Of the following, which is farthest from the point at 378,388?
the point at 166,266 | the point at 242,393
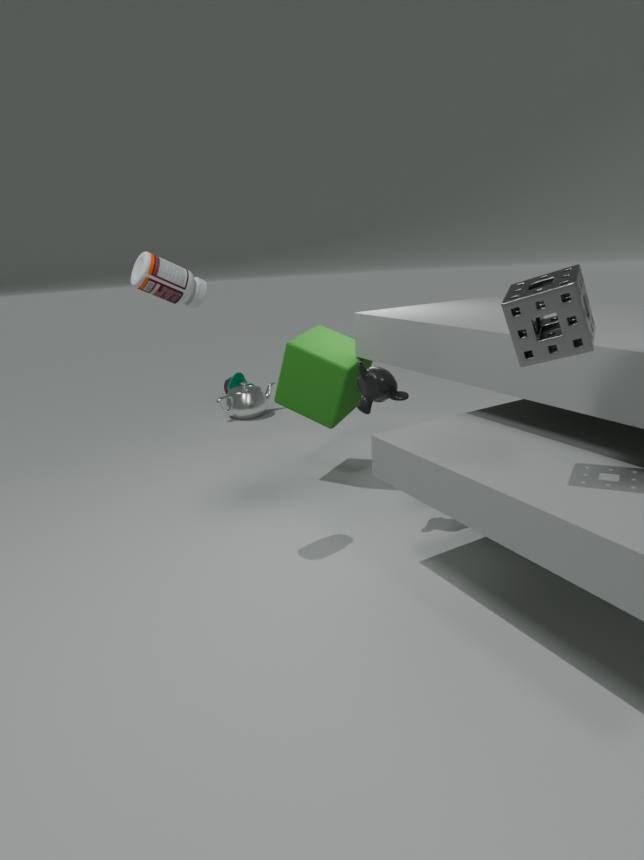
the point at 242,393
